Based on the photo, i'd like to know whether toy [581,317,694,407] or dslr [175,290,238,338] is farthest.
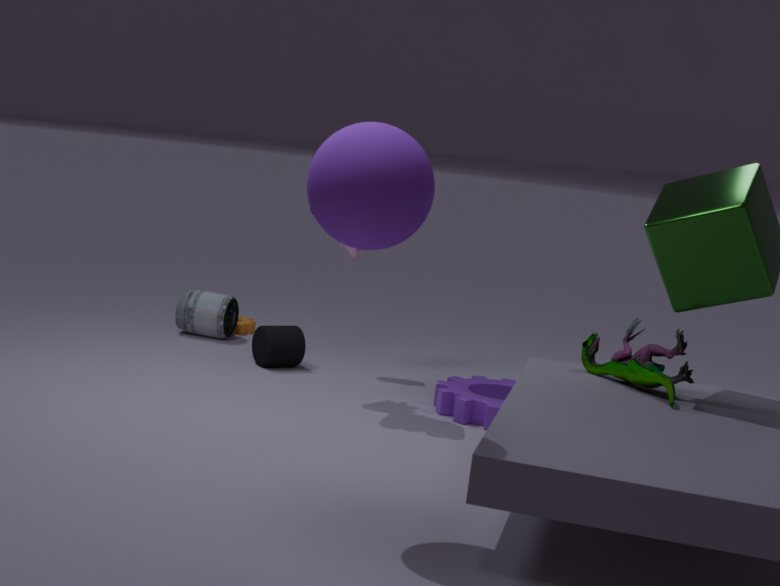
dslr [175,290,238,338]
